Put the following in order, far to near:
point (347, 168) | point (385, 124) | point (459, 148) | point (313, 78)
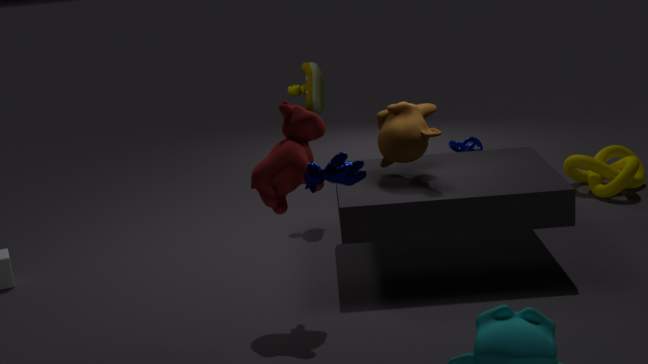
point (459, 148) < point (313, 78) < point (385, 124) < point (347, 168)
